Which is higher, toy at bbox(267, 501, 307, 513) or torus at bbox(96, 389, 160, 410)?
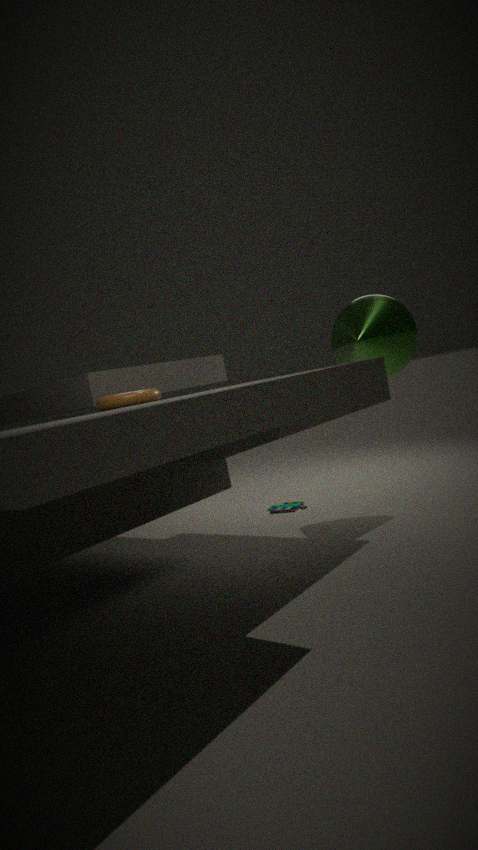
torus at bbox(96, 389, 160, 410)
